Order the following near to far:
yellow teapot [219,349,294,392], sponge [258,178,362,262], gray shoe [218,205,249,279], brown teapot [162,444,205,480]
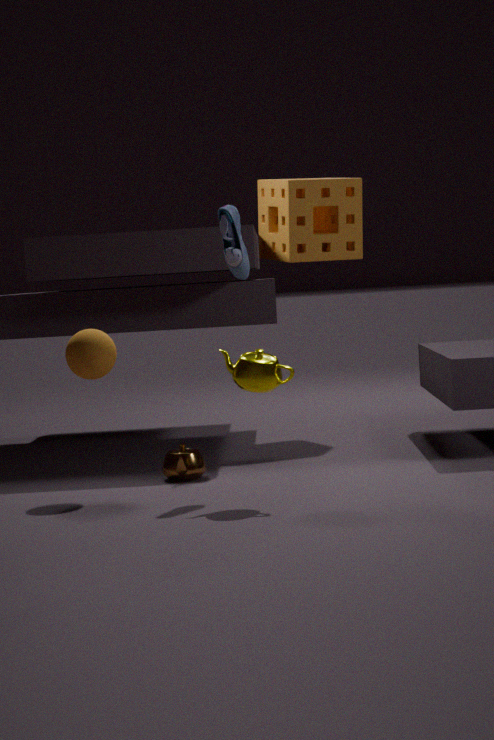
yellow teapot [219,349,294,392] < gray shoe [218,205,249,279] < brown teapot [162,444,205,480] < sponge [258,178,362,262]
